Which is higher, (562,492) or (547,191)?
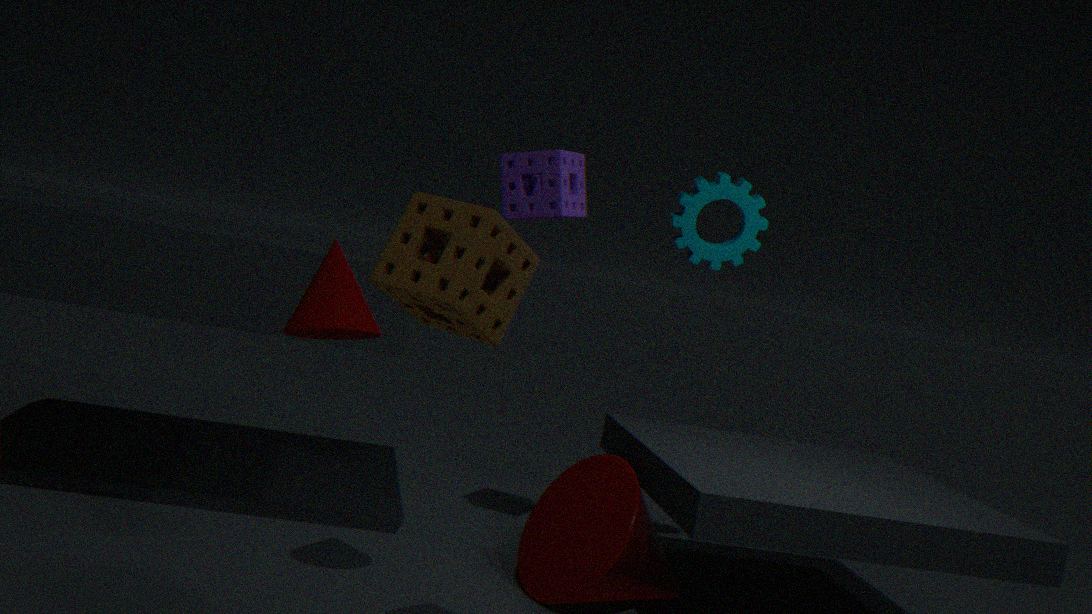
(547,191)
